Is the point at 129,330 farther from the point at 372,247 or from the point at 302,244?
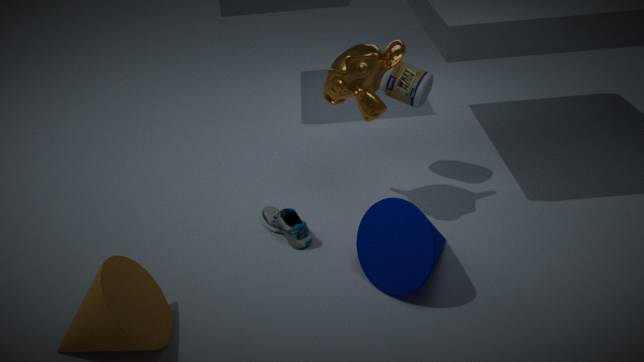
the point at 372,247
